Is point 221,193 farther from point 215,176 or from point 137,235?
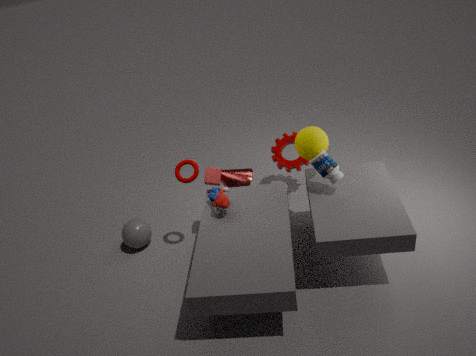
point 137,235
